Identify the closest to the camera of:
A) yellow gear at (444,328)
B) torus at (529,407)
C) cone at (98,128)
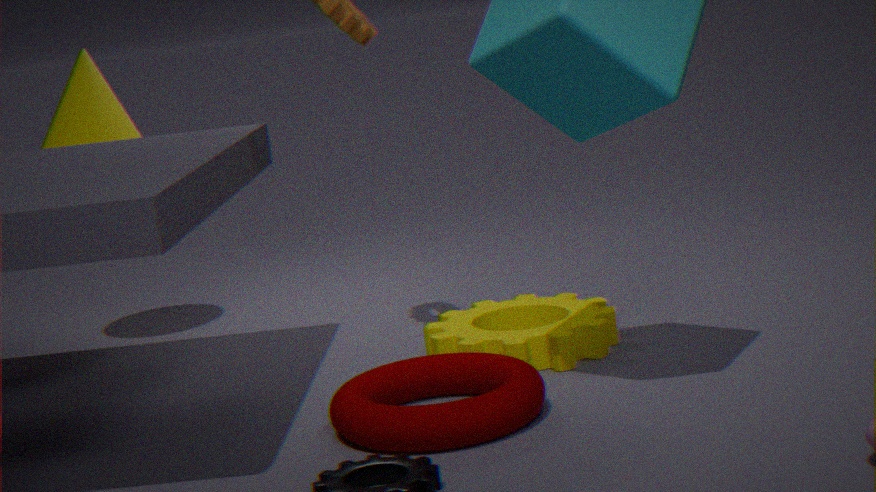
torus at (529,407)
